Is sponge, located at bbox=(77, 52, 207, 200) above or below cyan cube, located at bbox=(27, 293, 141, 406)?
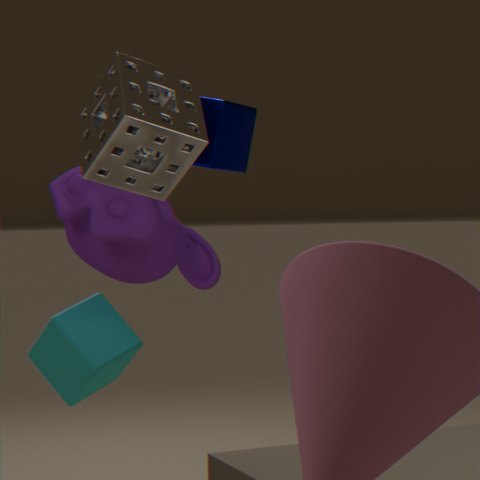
above
